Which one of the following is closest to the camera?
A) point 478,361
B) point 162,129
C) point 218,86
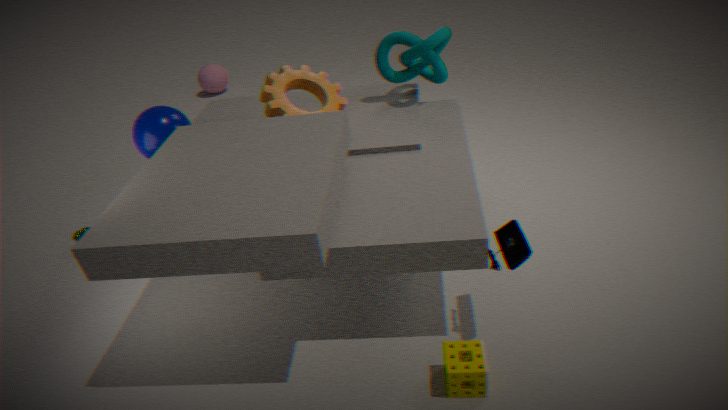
A. point 478,361
